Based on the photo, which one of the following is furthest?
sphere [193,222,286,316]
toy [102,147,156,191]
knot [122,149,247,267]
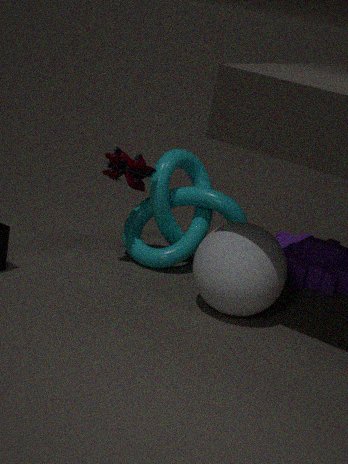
knot [122,149,247,267]
